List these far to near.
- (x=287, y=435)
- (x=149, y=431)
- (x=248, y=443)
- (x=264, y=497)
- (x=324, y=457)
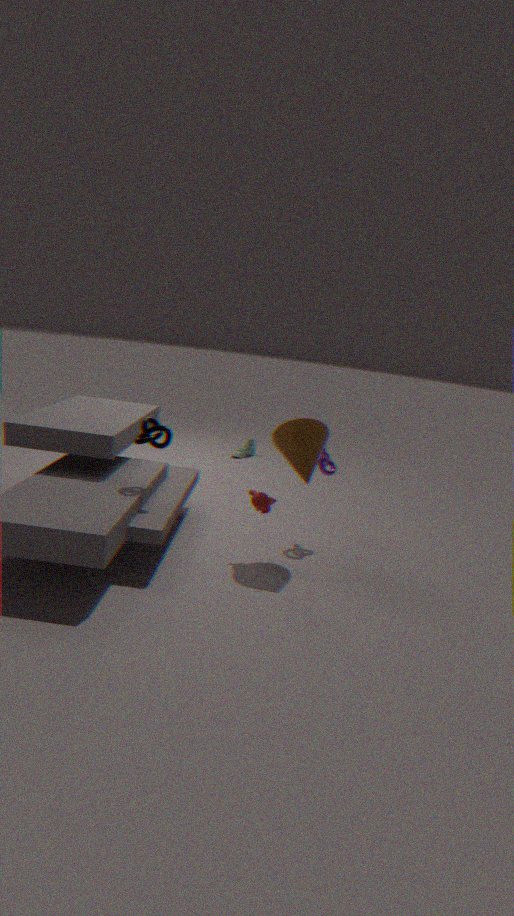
(x=248, y=443) → (x=324, y=457) → (x=264, y=497) → (x=149, y=431) → (x=287, y=435)
